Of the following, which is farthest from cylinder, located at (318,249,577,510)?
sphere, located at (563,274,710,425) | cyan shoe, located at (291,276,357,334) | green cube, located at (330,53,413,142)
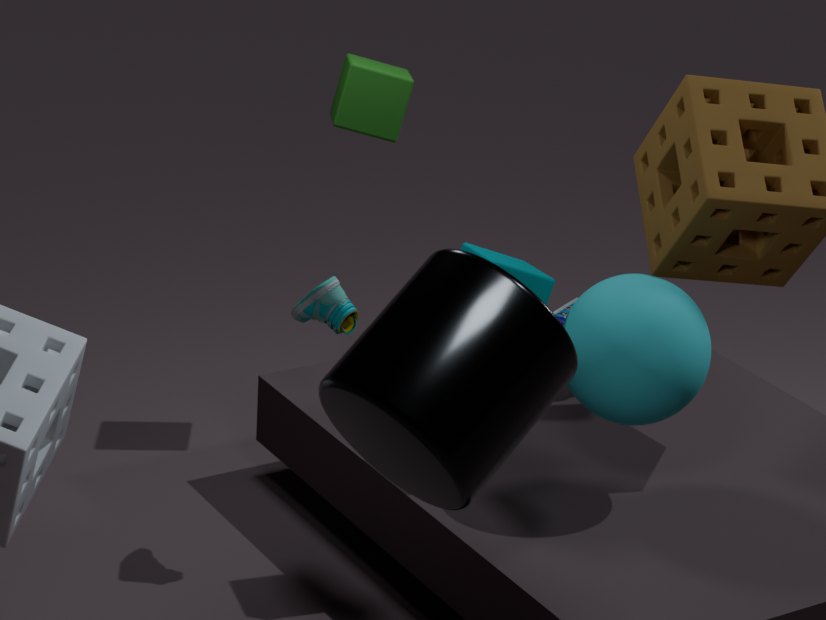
green cube, located at (330,53,413,142)
